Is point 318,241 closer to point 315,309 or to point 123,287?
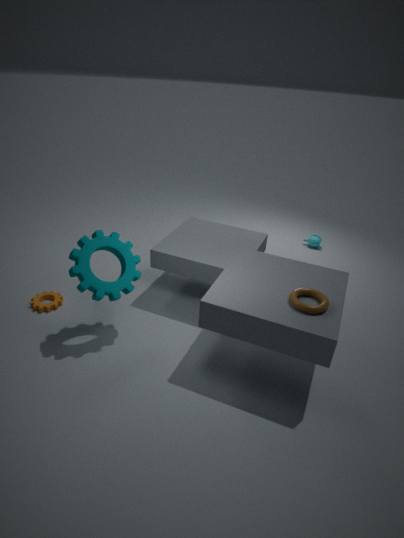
point 315,309
